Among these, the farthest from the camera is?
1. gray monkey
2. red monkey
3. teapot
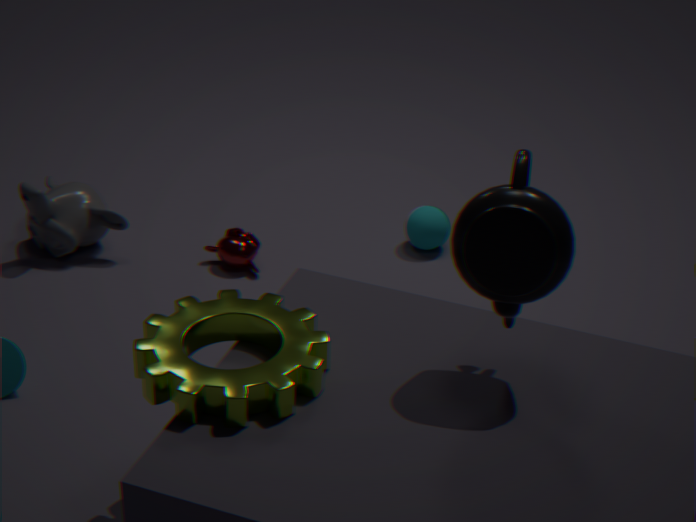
red monkey
